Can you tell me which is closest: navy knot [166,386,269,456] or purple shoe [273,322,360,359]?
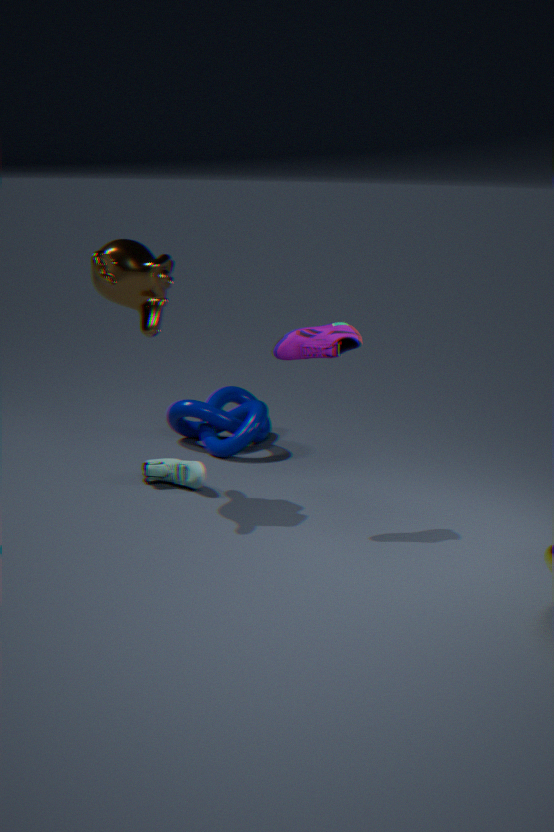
purple shoe [273,322,360,359]
